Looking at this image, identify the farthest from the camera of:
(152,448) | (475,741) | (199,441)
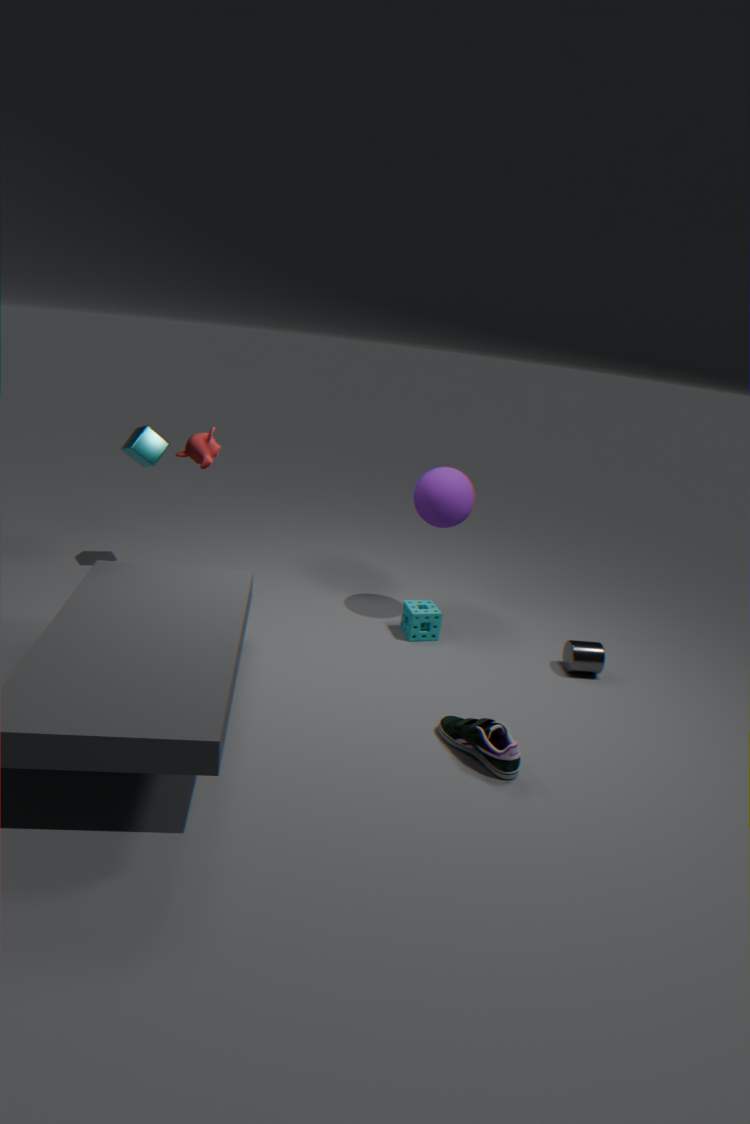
(152,448)
